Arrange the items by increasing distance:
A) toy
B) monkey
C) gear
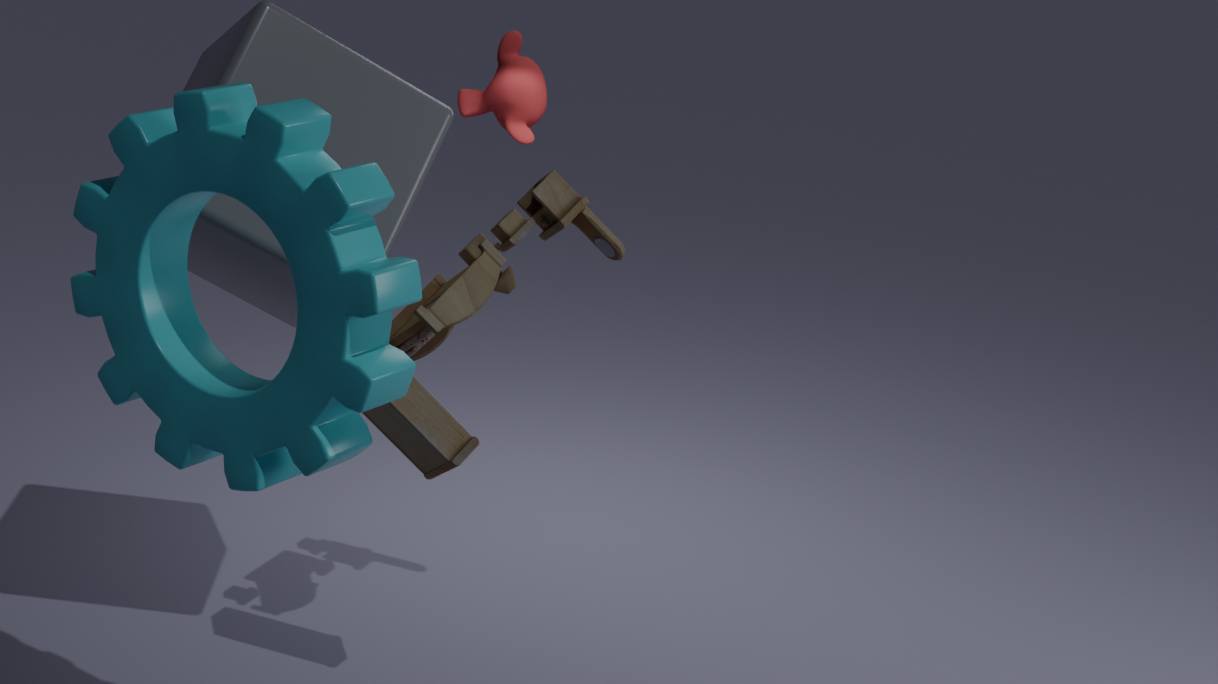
gear, toy, monkey
